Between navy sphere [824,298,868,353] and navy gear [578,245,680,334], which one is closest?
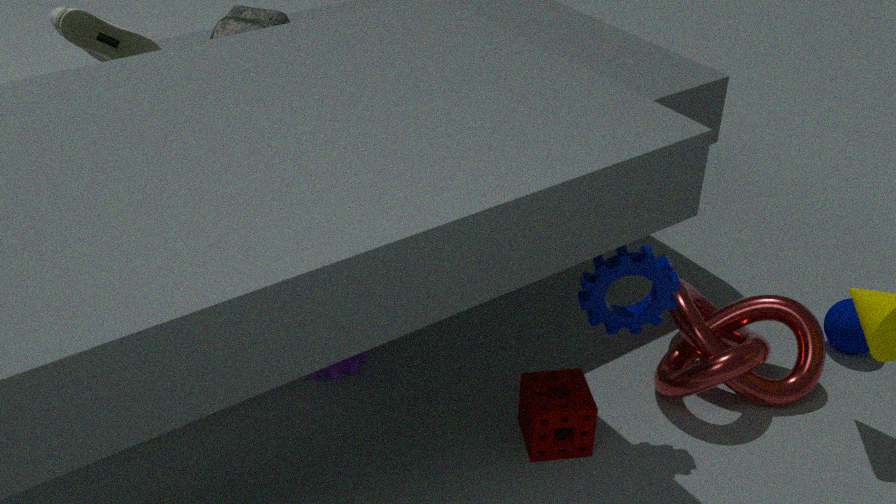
navy gear [578,245,680,334]
